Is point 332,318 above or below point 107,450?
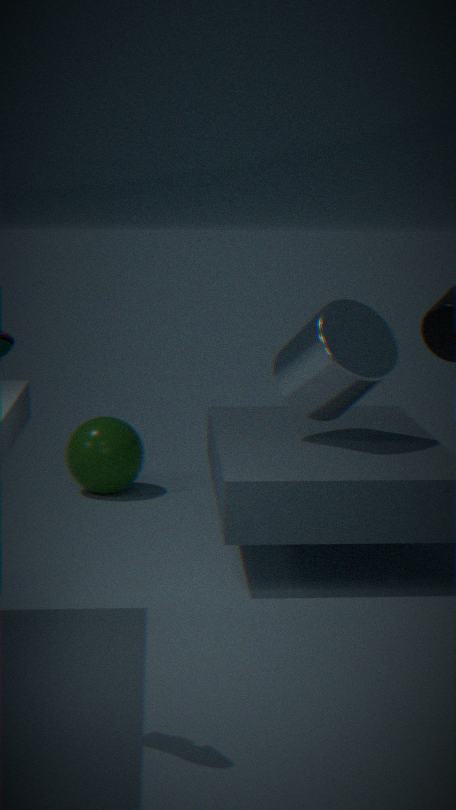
above
